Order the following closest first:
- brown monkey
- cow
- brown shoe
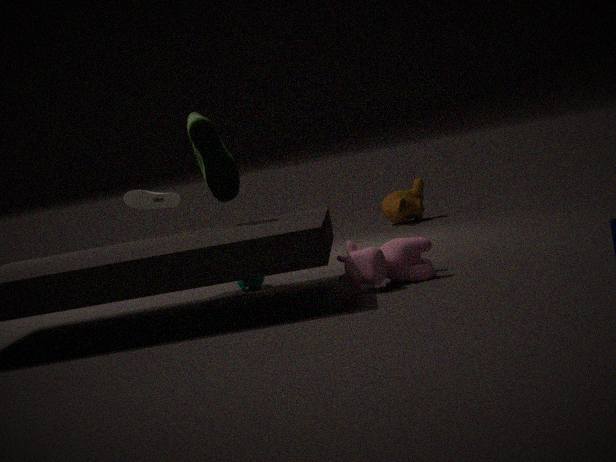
cow → brown shoe → brown monkey
